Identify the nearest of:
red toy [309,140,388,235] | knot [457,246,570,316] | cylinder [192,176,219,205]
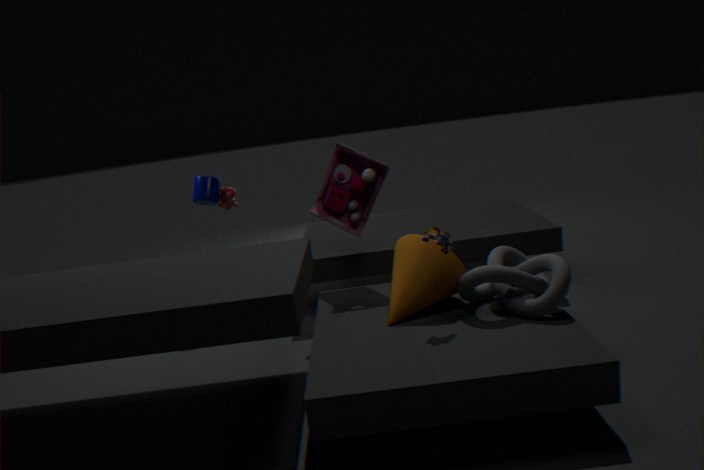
knot [457,246,570,316]
